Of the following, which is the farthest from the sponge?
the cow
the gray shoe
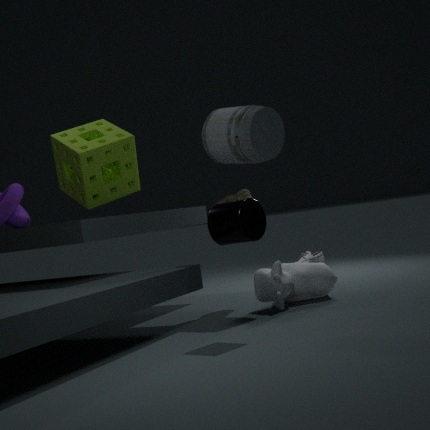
the gray shoe
